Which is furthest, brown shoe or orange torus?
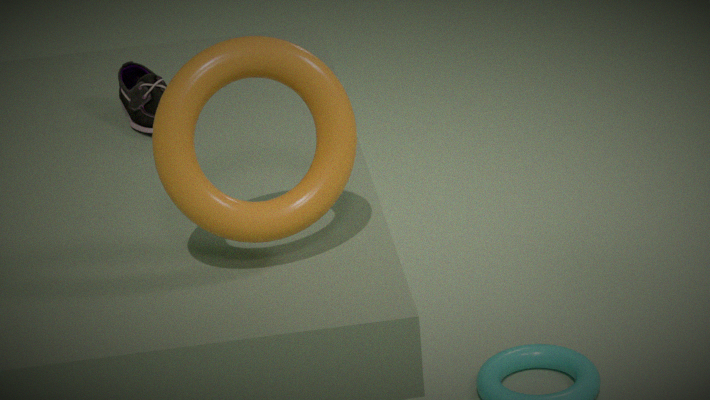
brown shoe
